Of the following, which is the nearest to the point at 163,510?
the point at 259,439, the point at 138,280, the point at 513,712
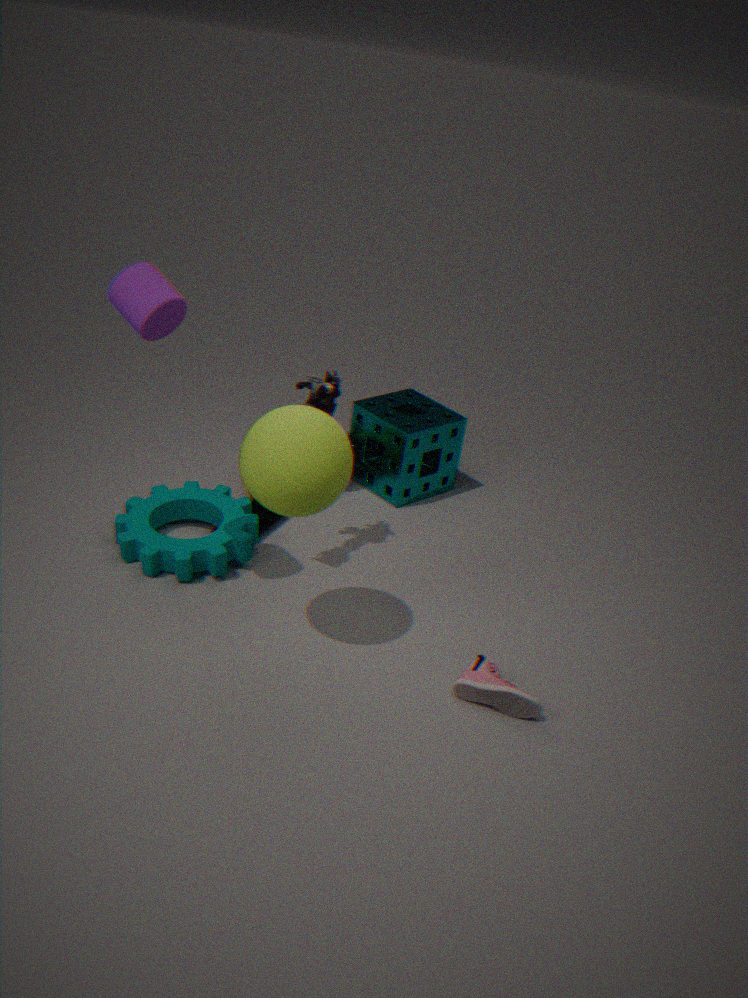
the point at 259,439
